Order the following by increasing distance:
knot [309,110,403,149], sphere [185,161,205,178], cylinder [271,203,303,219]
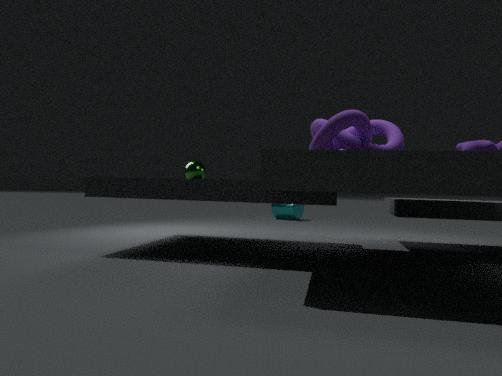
1. knot [309,110,403,149]
2. sphere [185,161,205,178]
3. cylinder [271,203,303,219]
